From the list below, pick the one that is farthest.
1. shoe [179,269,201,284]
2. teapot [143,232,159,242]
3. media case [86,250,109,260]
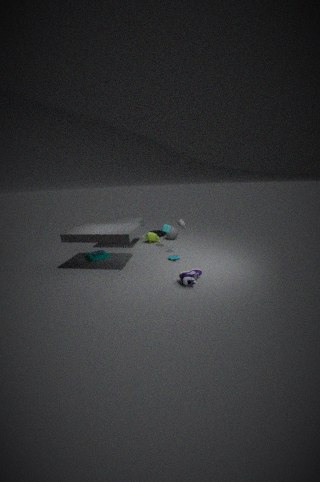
teapot [143,232,159,242]
